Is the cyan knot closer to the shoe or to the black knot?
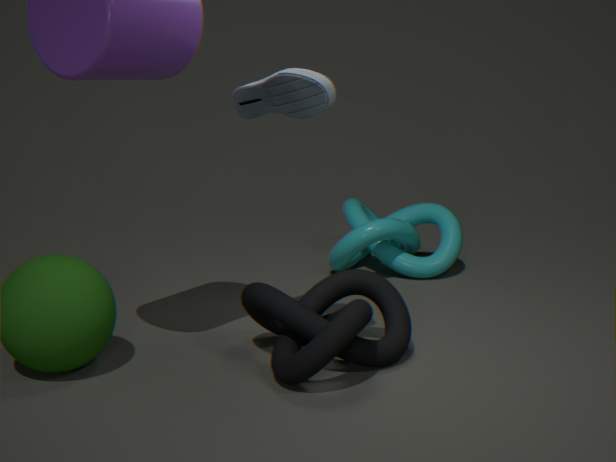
the black knot
